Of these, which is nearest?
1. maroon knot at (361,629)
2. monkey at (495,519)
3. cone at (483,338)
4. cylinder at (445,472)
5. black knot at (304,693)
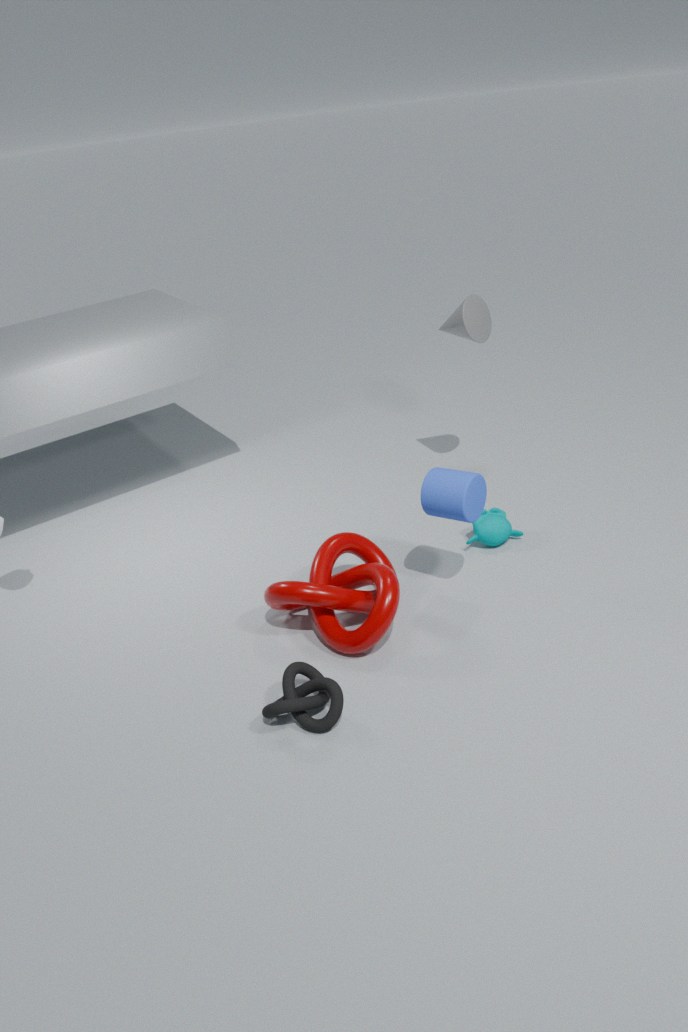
black knot at (304,693)
